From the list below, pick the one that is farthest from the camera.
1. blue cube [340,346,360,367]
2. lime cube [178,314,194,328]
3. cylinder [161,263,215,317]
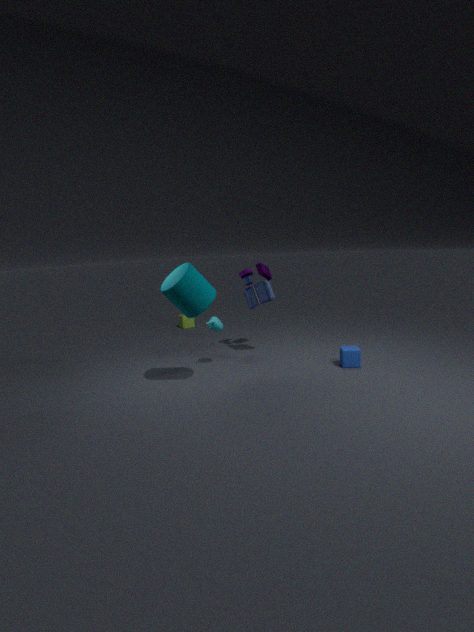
lime cube [178,314,194,328]
